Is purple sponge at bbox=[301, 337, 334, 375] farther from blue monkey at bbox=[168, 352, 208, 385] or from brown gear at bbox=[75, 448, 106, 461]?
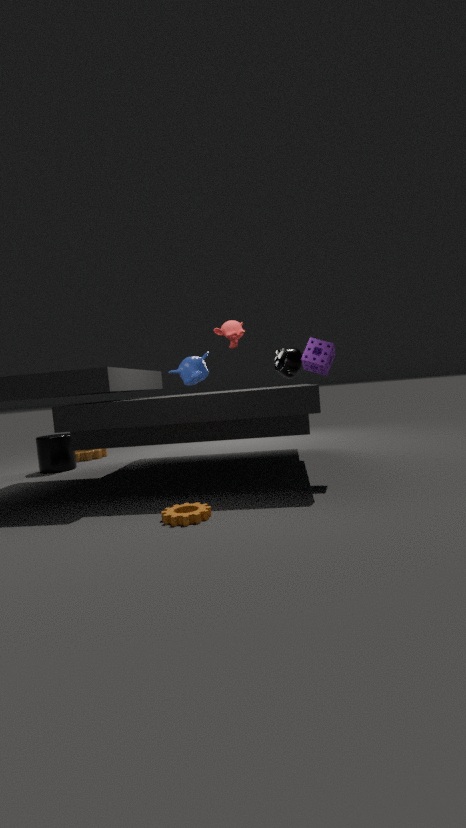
brown gear at bbox=[75, 448, 106, 461]
